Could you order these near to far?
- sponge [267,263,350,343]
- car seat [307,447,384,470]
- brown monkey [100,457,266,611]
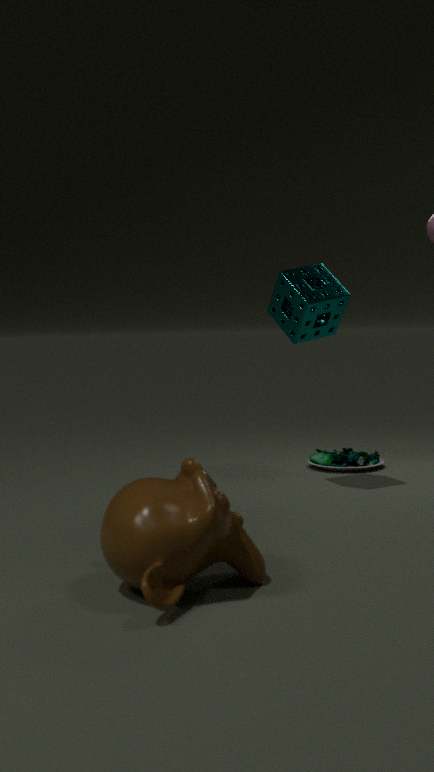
1. brown monkey [100,457,266,611]
2. sponge [267,263,350,343]
3. car seat [307,447,384,470]
